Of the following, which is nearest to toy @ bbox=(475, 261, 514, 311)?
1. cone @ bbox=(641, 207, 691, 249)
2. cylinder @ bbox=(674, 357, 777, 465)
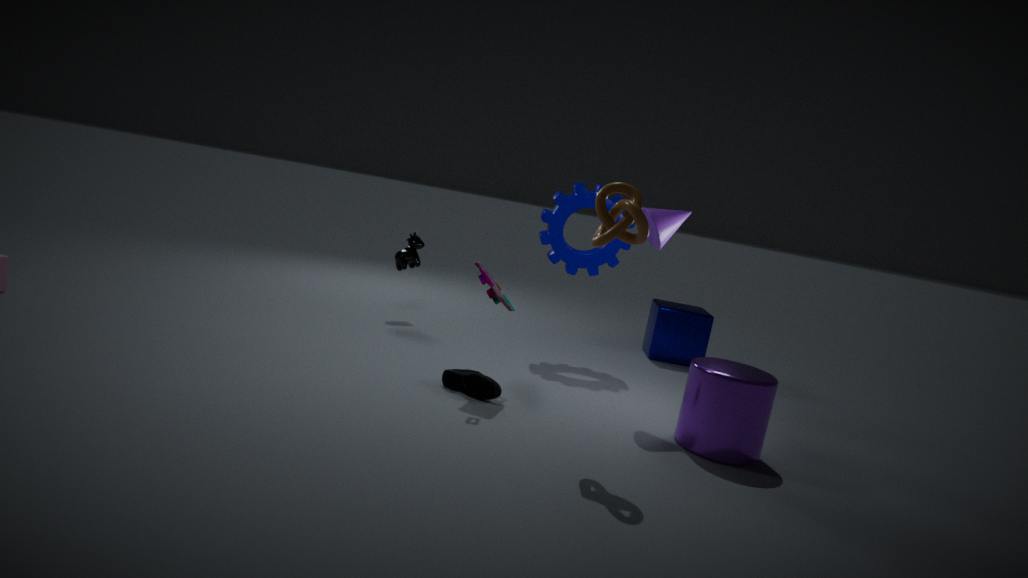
cone @ bbox=(641, 207, 691, 249)
